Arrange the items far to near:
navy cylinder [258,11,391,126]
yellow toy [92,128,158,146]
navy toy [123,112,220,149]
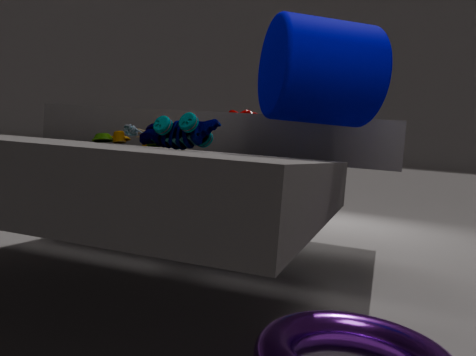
yellow toy [92,128,158,146], navy cylinder [258,11,391,126], navy toy [123,112,220,149]
